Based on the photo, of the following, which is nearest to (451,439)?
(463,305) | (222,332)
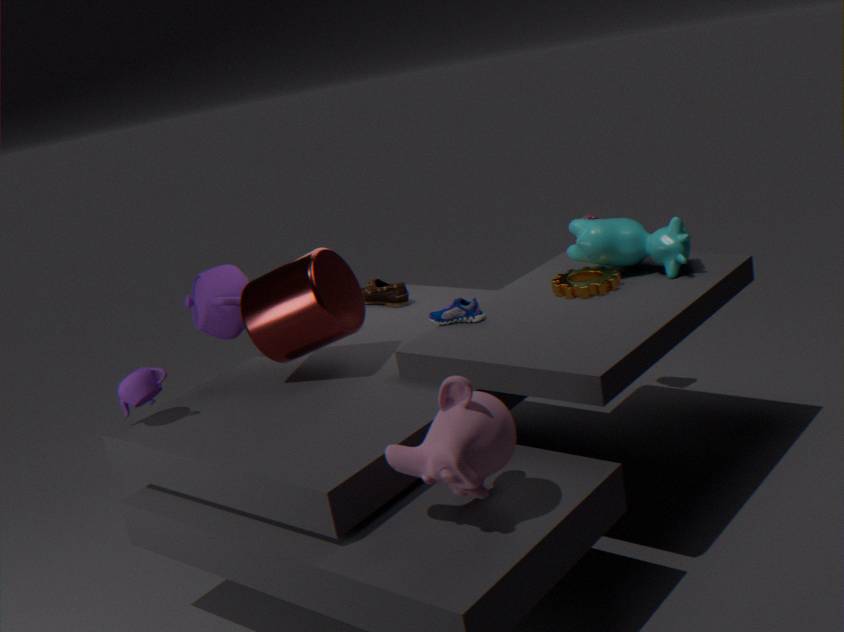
(463,305)
